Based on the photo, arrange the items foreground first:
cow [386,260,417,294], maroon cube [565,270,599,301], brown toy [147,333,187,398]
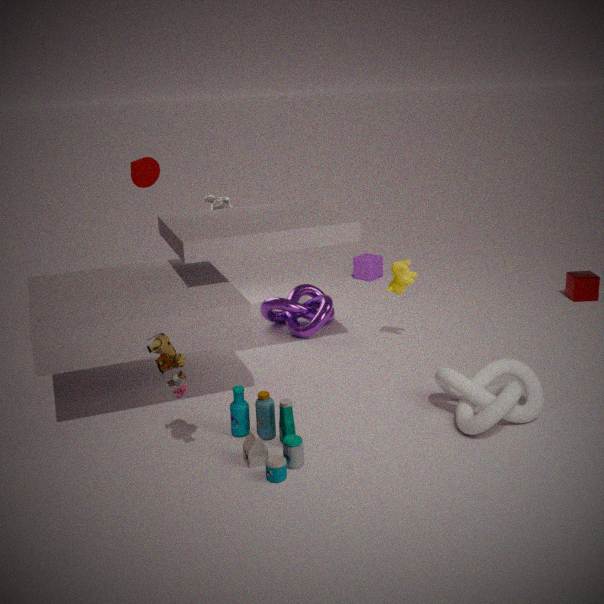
brown toy [147,333,187,398] → cow [386,260,417,294] → maroon cube [565,270,599,301]
